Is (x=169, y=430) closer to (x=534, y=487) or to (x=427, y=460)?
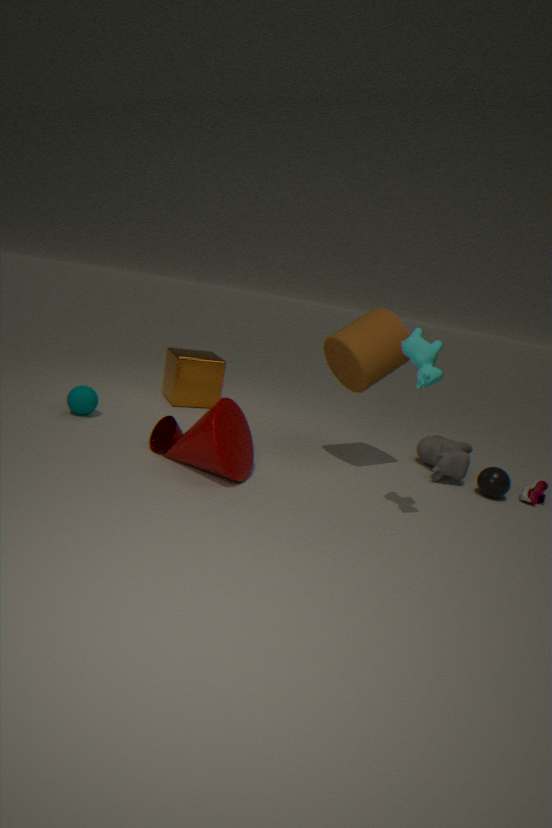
(x=427, y=460)
